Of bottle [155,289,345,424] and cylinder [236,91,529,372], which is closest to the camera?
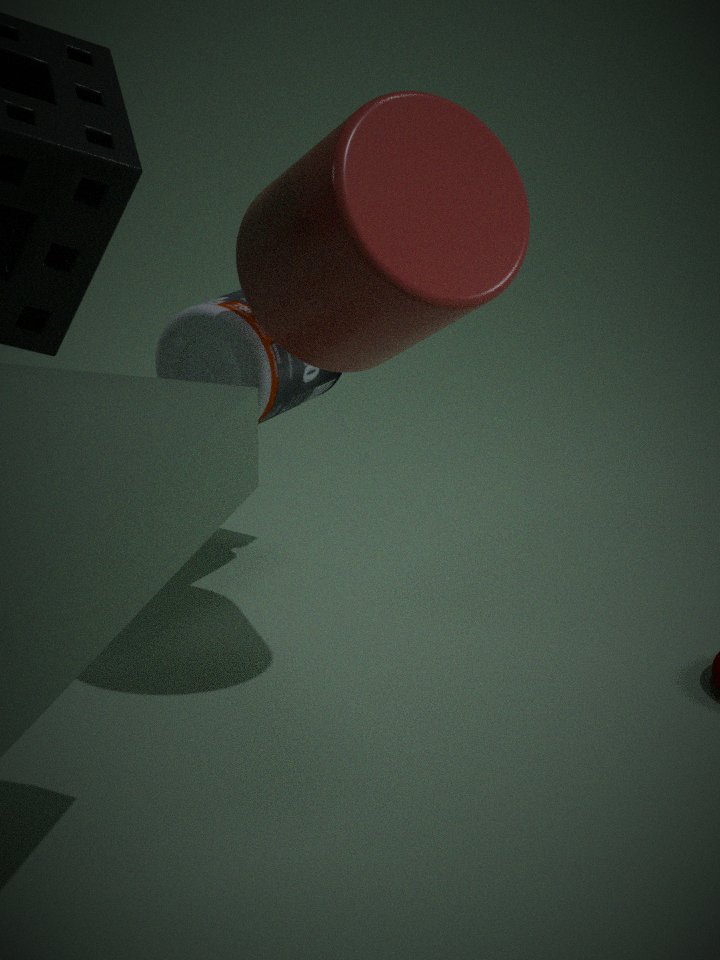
cylinder [236,91,529,372]
